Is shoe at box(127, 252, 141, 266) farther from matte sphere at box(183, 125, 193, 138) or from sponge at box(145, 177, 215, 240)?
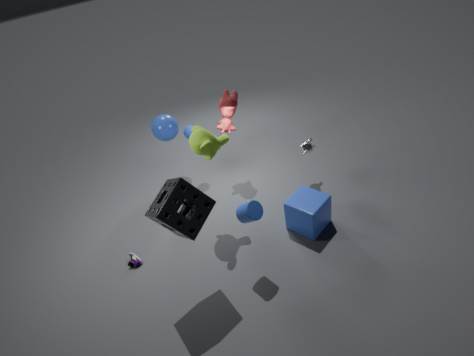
matte sphere at box(183, 125, 193, 138)
